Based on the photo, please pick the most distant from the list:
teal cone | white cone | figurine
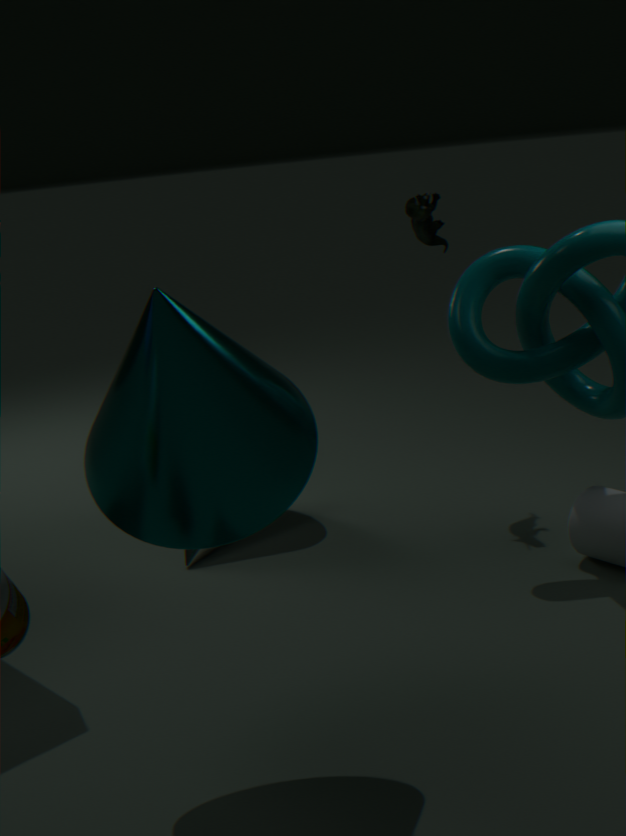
figurine
